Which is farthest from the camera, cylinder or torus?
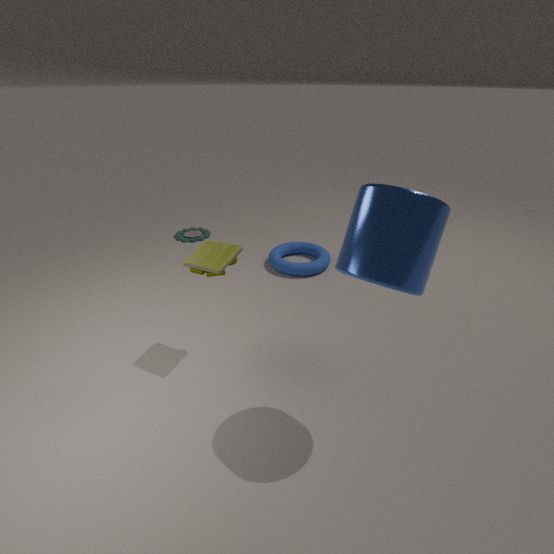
torus
